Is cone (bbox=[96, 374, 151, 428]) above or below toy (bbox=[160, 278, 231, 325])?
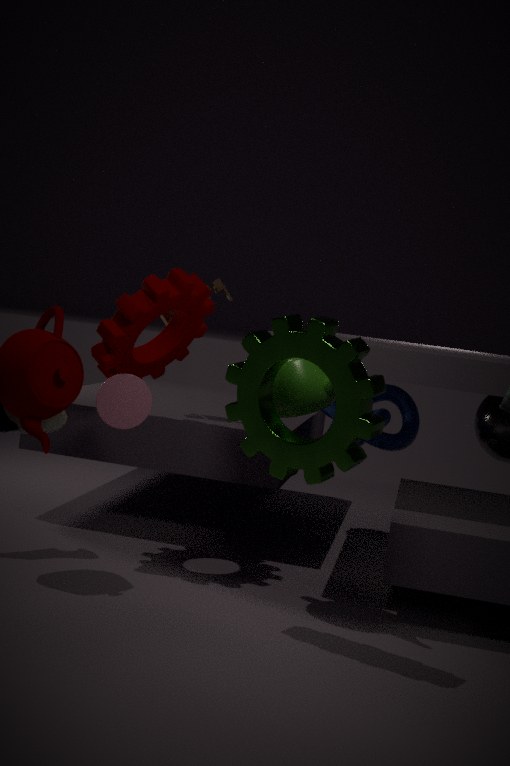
below
